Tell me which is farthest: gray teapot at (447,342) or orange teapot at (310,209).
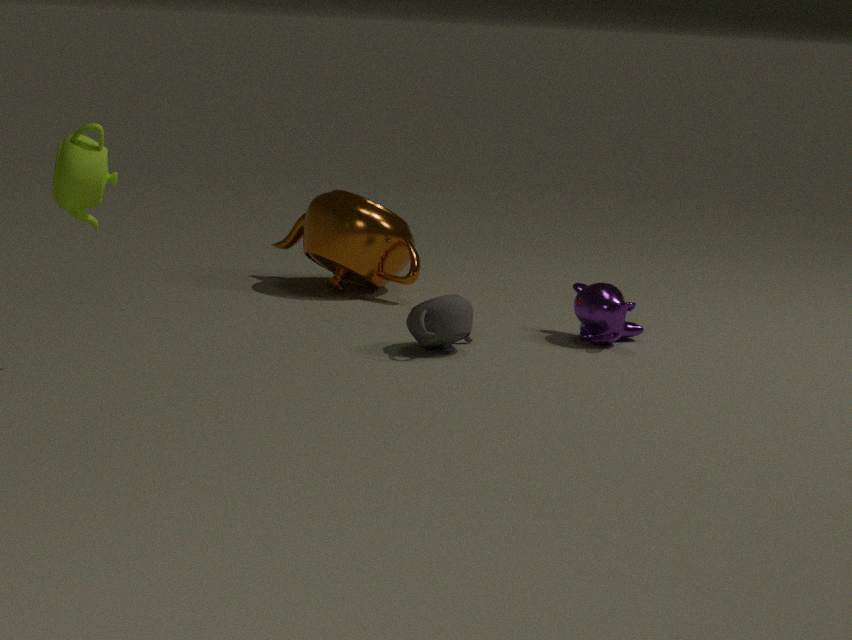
orange teapot at (310,209)
